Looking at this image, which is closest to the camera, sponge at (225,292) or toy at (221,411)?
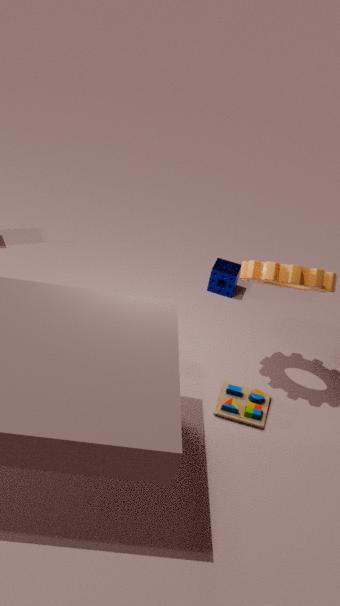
toy at (221,411)
